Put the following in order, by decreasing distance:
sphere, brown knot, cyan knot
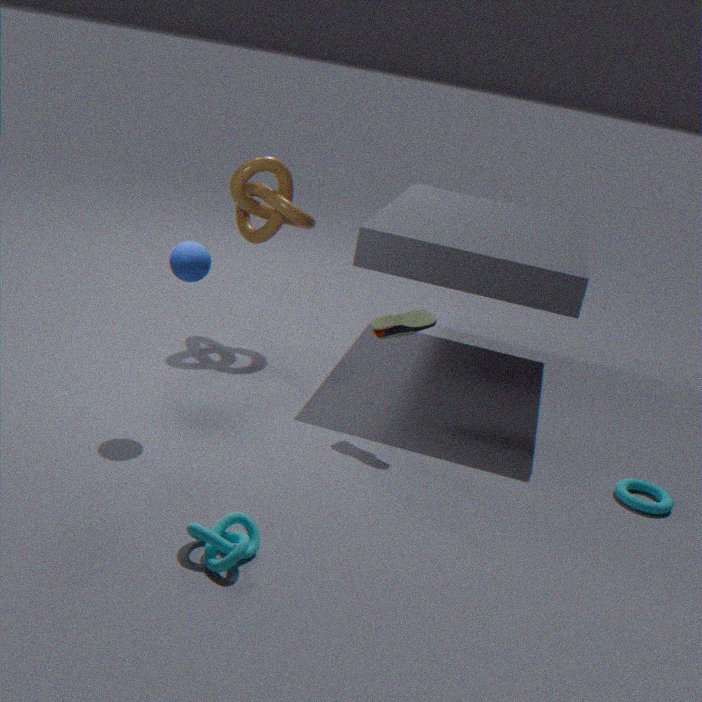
brown knot → sphere → cyan knot
